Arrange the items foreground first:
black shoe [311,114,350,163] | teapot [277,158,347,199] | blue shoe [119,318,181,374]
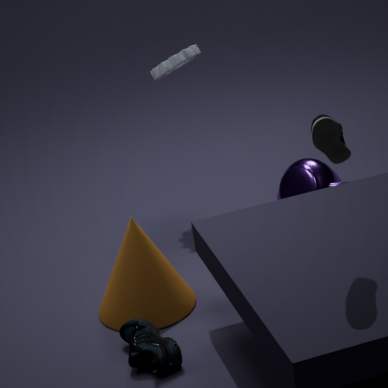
black shoe [311,114,350,163] < blue shoe [119,318,181,374] < teapot [277,158,347,199]
